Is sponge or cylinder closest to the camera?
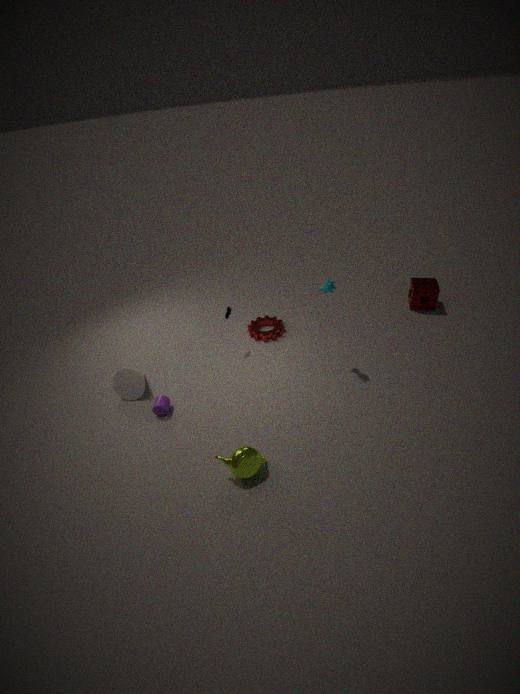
cylinder
